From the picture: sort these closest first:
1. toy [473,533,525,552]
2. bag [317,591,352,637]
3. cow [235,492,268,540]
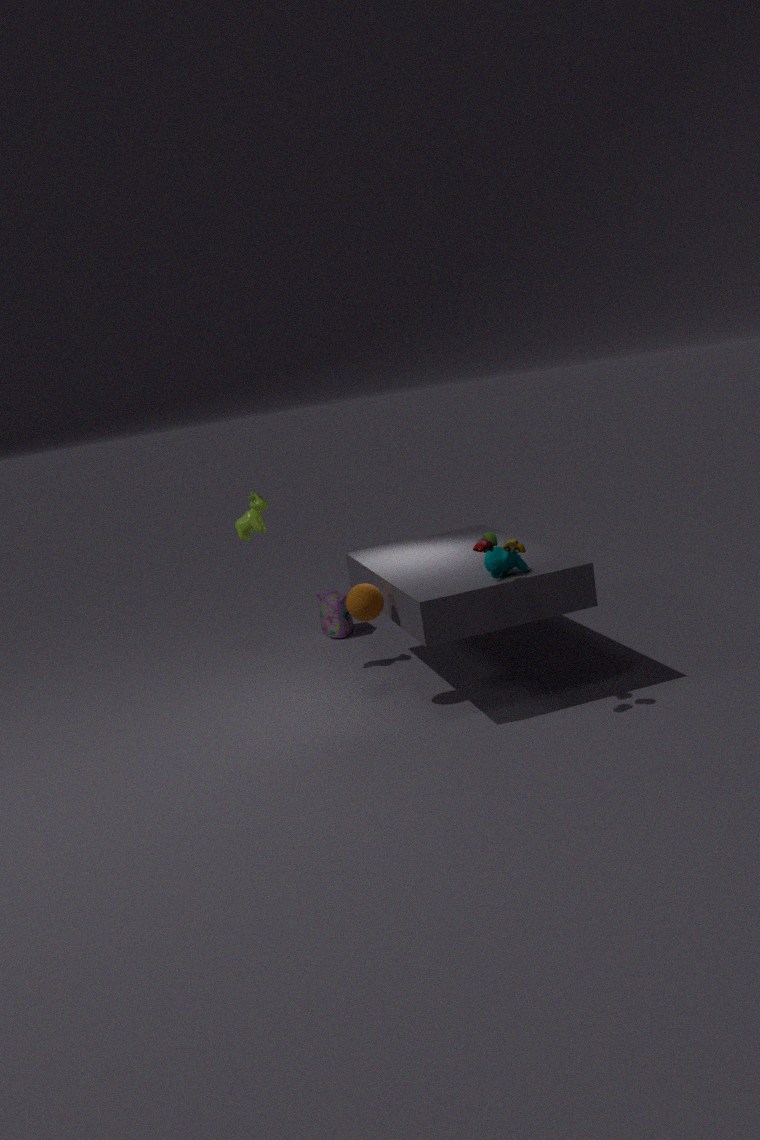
toy [473,533,525,552] → cow [235,492,268,540] → bag [317,591,352,637]
